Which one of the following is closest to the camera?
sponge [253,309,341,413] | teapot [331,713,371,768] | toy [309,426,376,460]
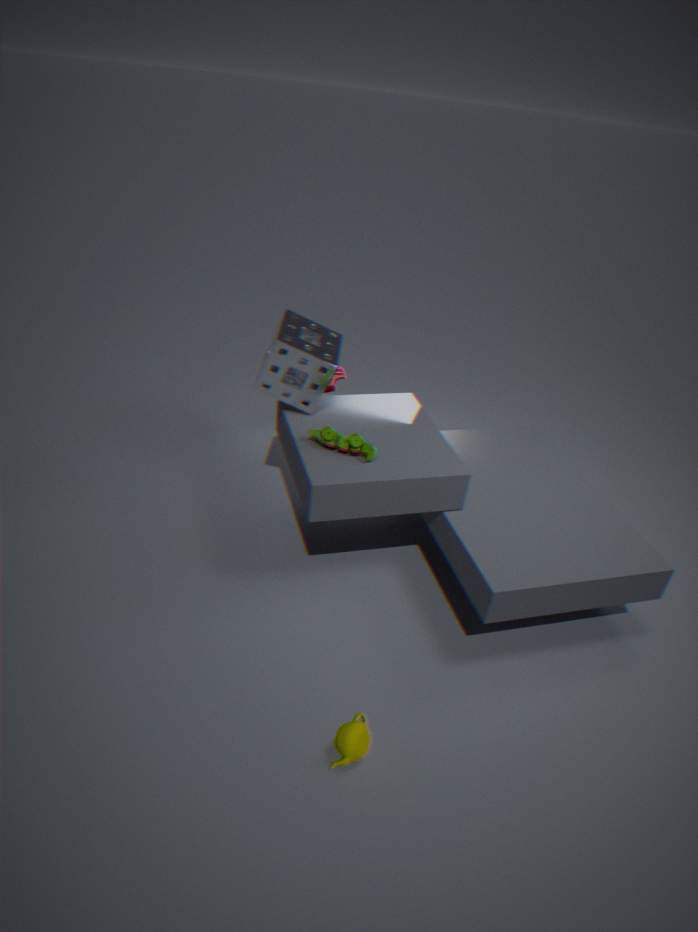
teapot [331,713,371,768]
